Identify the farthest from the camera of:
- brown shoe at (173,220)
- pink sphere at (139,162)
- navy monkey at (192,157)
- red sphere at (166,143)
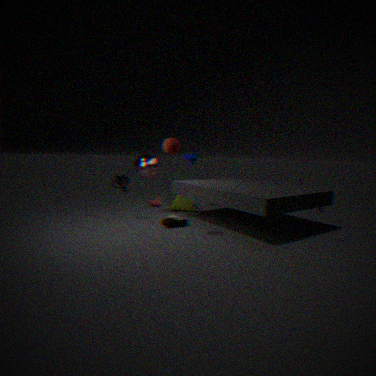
navy monkey at (192,157)
